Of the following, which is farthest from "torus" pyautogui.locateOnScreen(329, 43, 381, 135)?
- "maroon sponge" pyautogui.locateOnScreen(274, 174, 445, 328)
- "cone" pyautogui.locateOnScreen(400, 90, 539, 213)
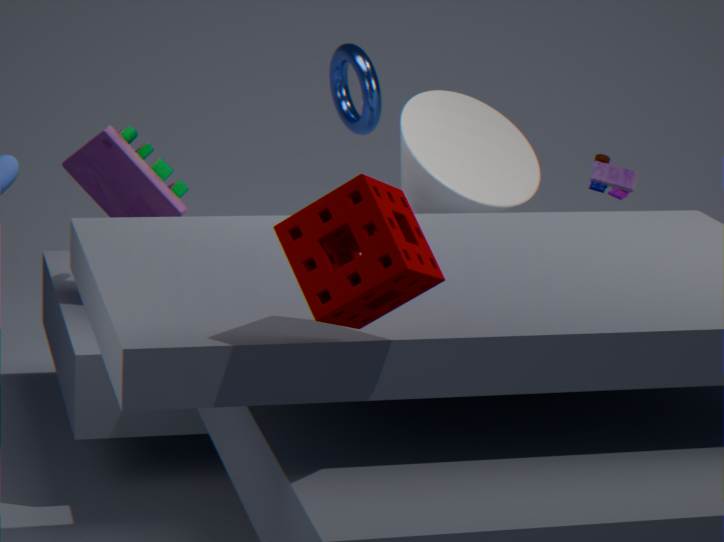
"maroon sponge" pyautogui.locateOnScreen(274, 174, 445, 328)
